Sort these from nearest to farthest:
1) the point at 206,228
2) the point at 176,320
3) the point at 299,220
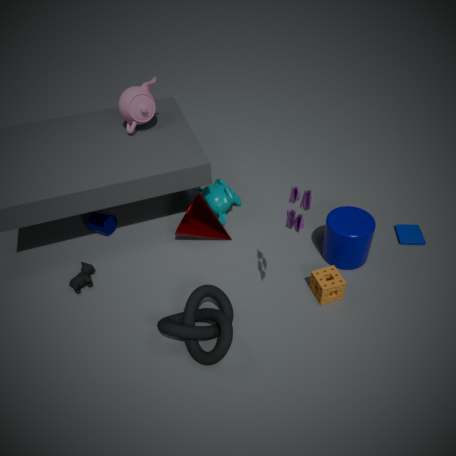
3. the point at 299,220 → 2. the point at 176,320 → 1. the point at 206,228
